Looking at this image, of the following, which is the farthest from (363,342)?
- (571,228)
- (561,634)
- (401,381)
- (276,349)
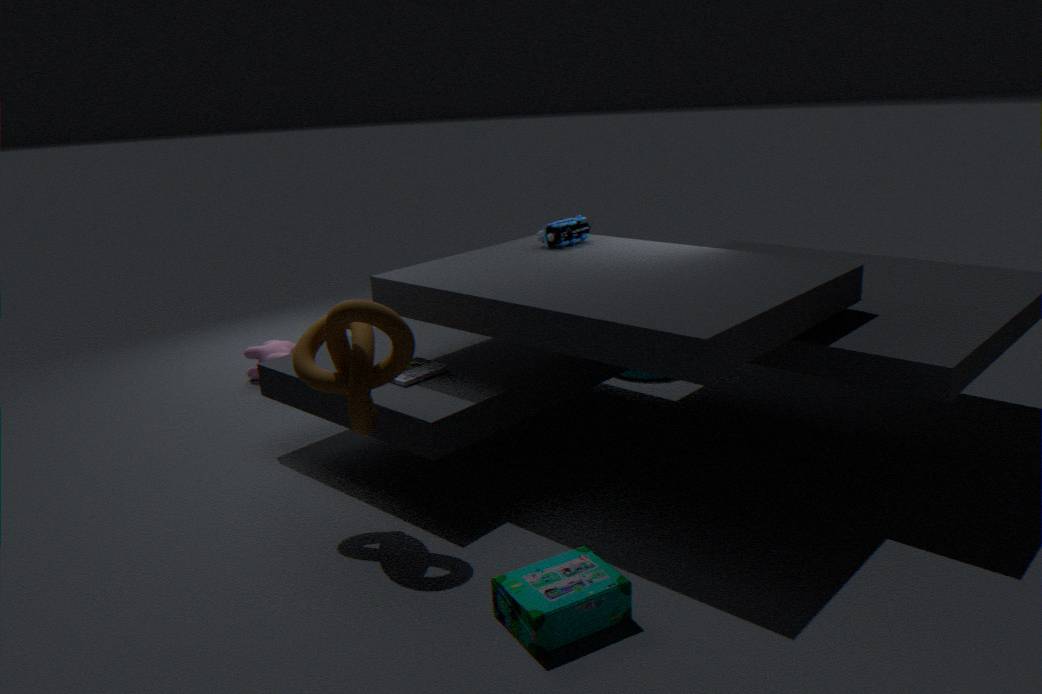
(276,349)
